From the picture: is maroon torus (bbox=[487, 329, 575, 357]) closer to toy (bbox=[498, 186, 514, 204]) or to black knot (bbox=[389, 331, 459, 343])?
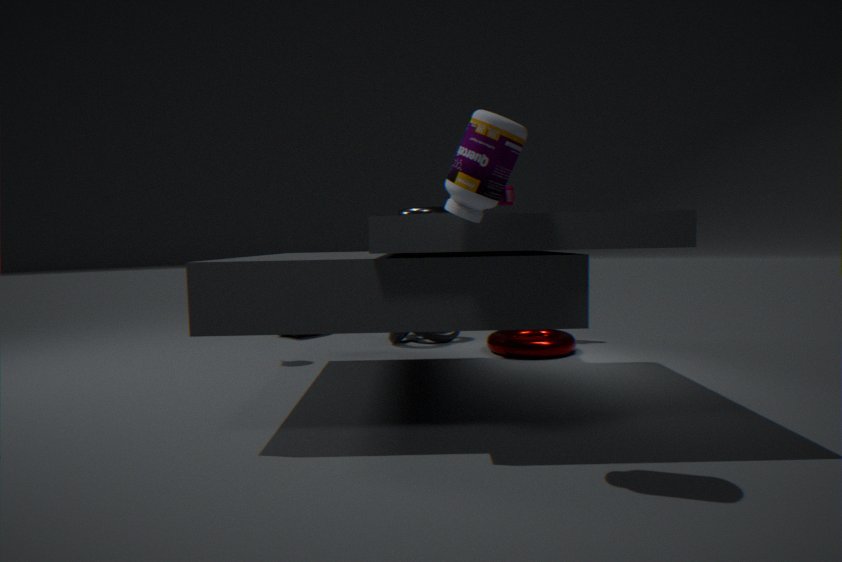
black knot (bbox=[389, 331, 459, 343])
